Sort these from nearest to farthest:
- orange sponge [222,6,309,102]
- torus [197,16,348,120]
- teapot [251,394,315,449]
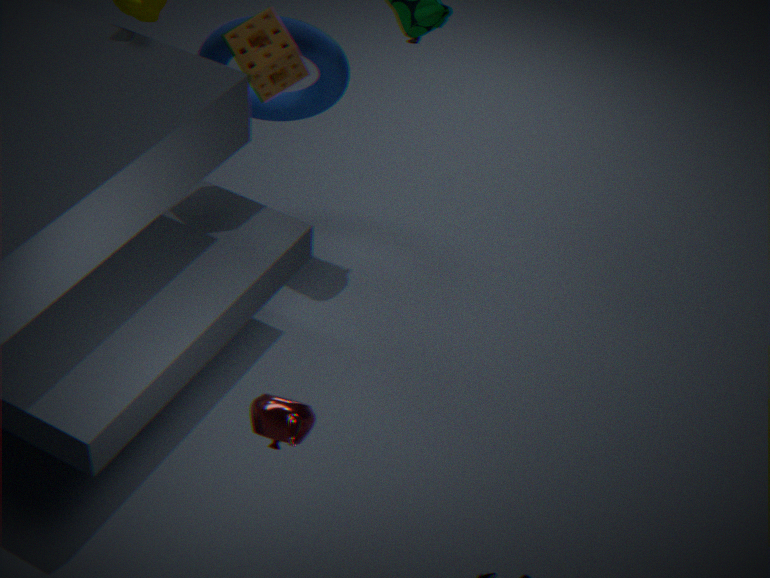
teapot [251,394,315,449], orange sponge [222,6,309,102], torus [197,16,348,120]
